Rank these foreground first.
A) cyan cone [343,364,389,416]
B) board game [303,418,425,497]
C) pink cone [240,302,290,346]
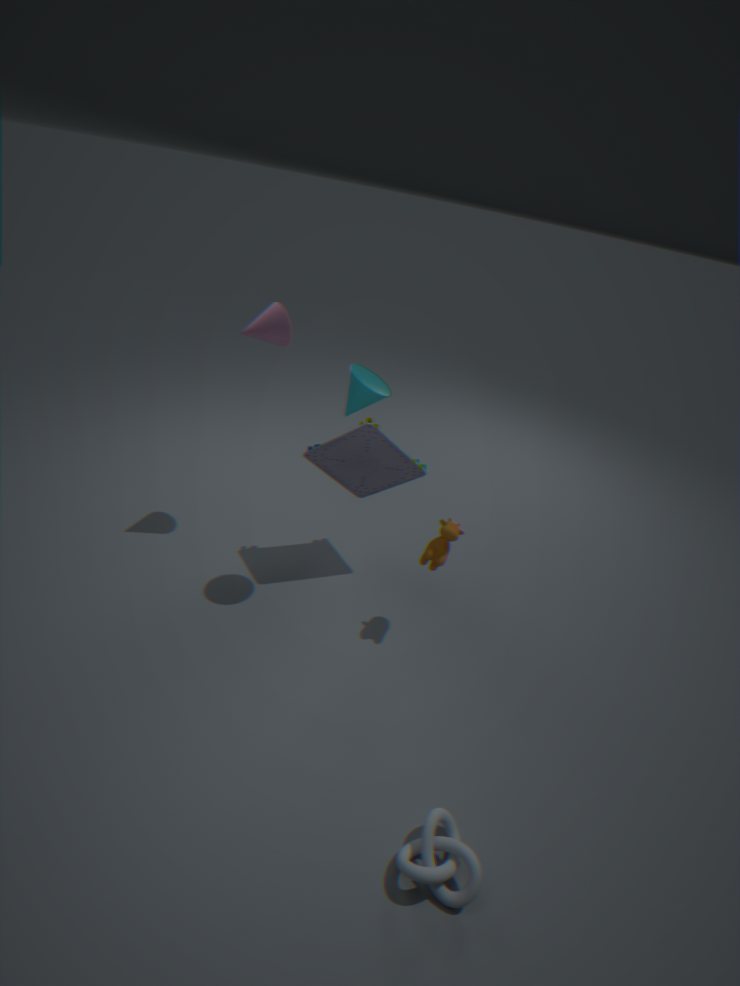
cyan cone [343,364,389,416], board game [303,418,425,497], pink cone [240,302,290,346]
